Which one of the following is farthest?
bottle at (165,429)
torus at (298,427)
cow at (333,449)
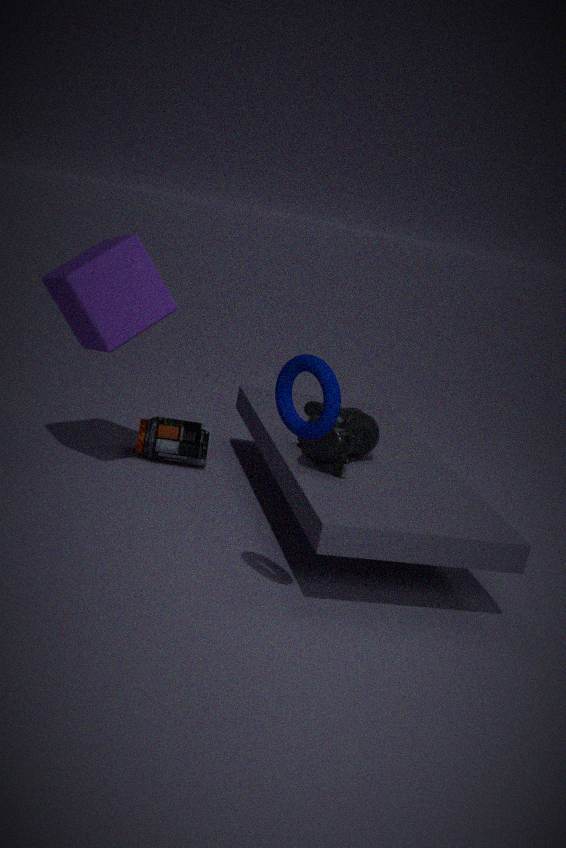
bottle at (165,429)
